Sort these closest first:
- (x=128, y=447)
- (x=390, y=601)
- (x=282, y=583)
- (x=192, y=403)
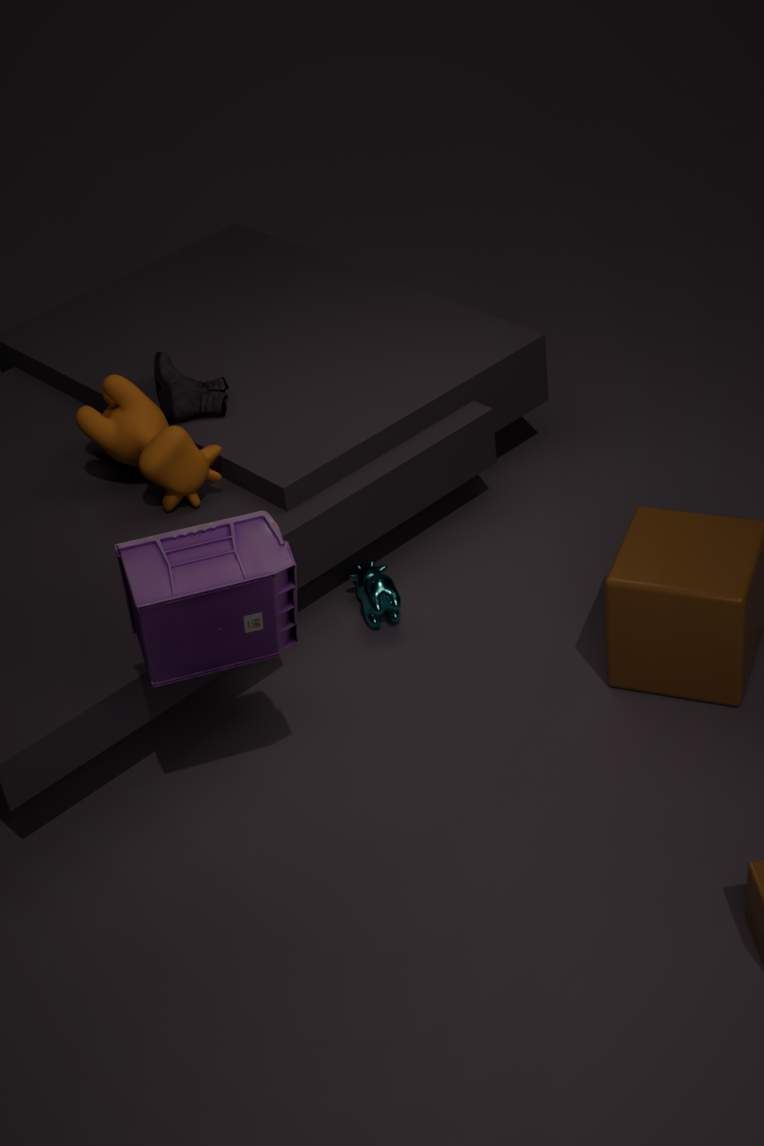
1. (x=282, y=583)
2. (x=390, y=601)
3. (x=128, y=447)
4. (x=192, y=403)
